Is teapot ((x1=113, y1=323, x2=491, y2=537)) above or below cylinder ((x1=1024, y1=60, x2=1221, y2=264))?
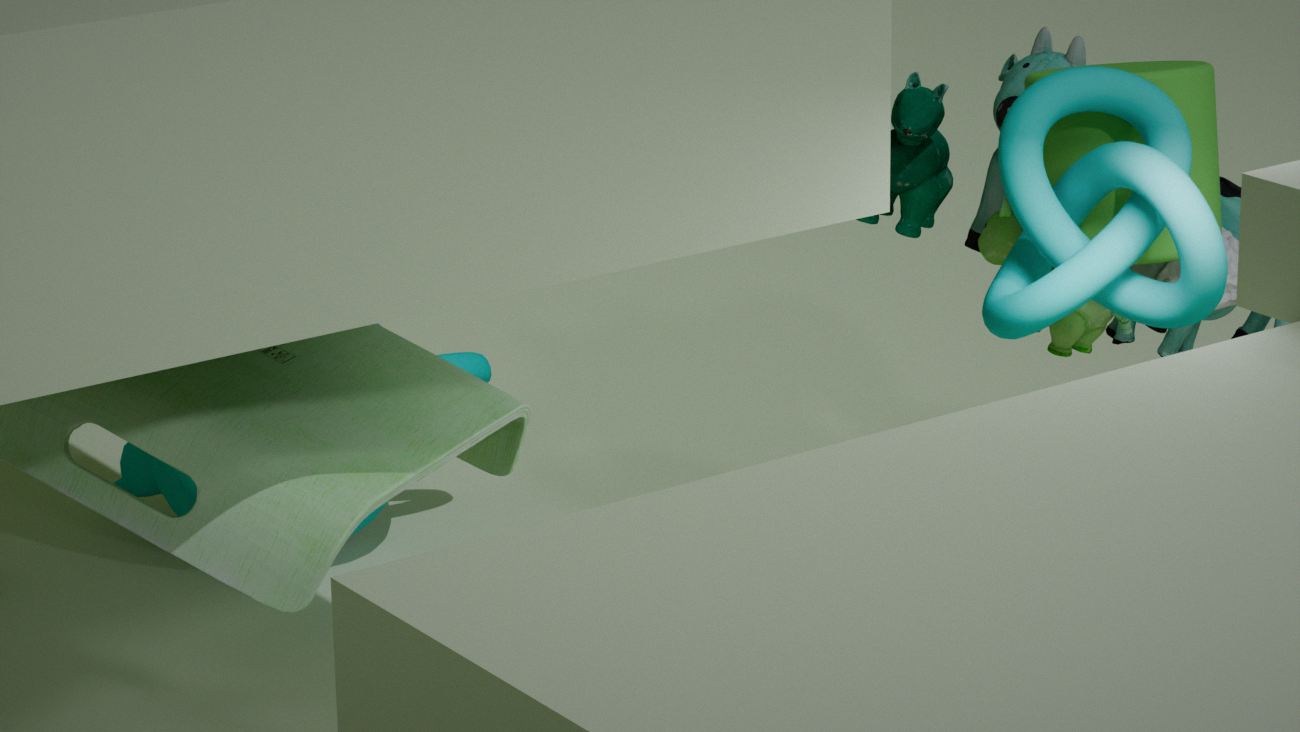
below
